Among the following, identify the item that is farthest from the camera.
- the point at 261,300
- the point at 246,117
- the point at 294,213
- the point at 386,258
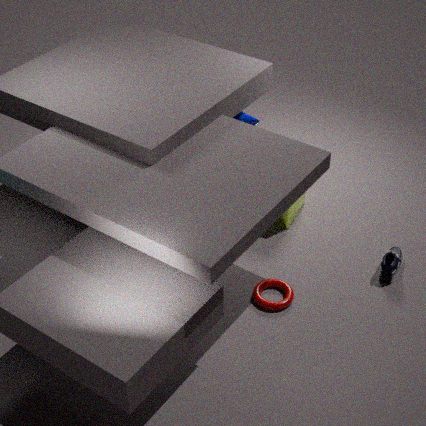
the point at 294,213
